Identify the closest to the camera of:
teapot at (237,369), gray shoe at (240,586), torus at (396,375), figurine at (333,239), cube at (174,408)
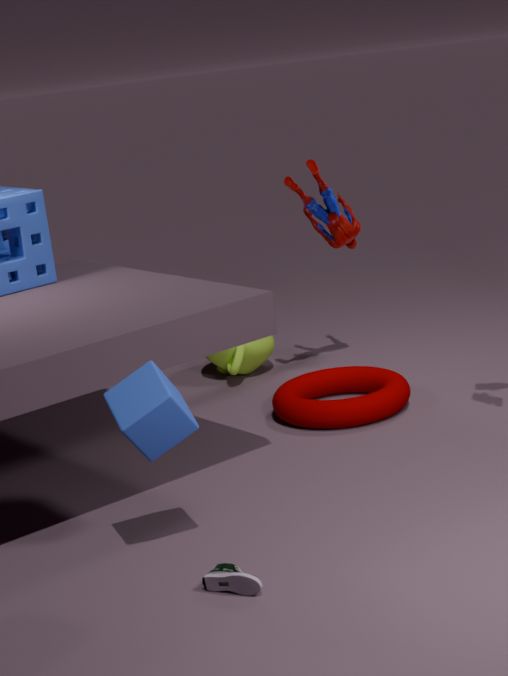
gray shoe at (240,586)
